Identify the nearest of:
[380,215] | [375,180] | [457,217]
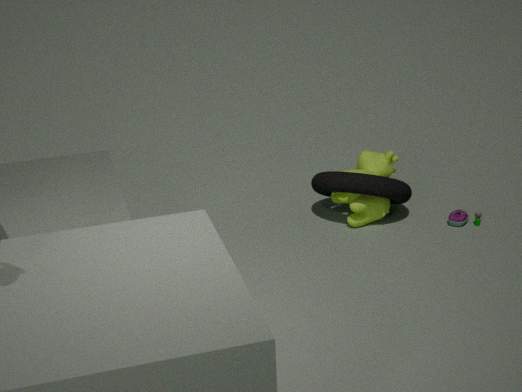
[375,180]
